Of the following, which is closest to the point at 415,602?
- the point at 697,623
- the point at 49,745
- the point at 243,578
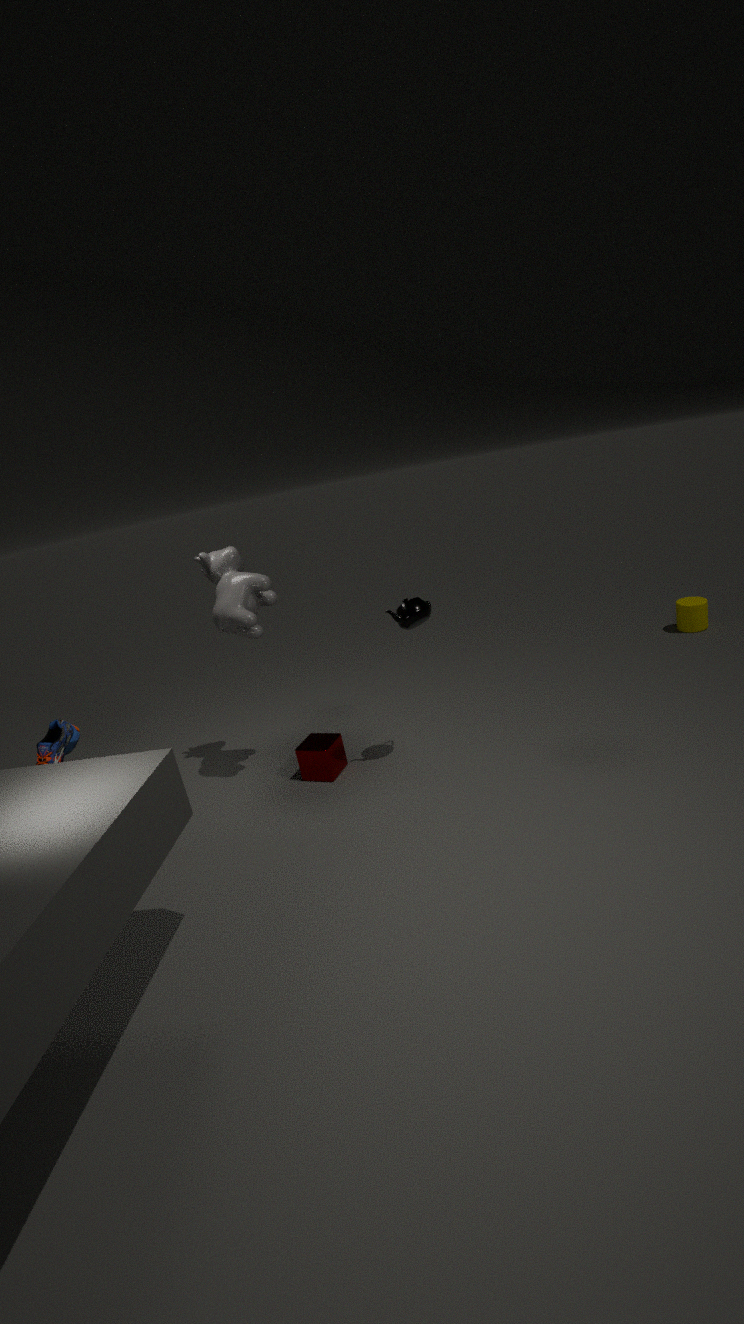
the point at 243,578
